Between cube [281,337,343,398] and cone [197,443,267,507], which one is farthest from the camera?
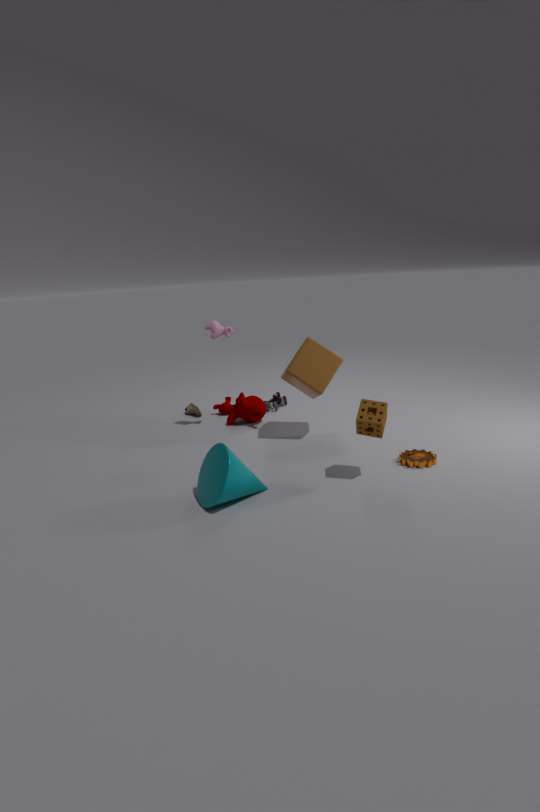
cube [281,337,343,398]
